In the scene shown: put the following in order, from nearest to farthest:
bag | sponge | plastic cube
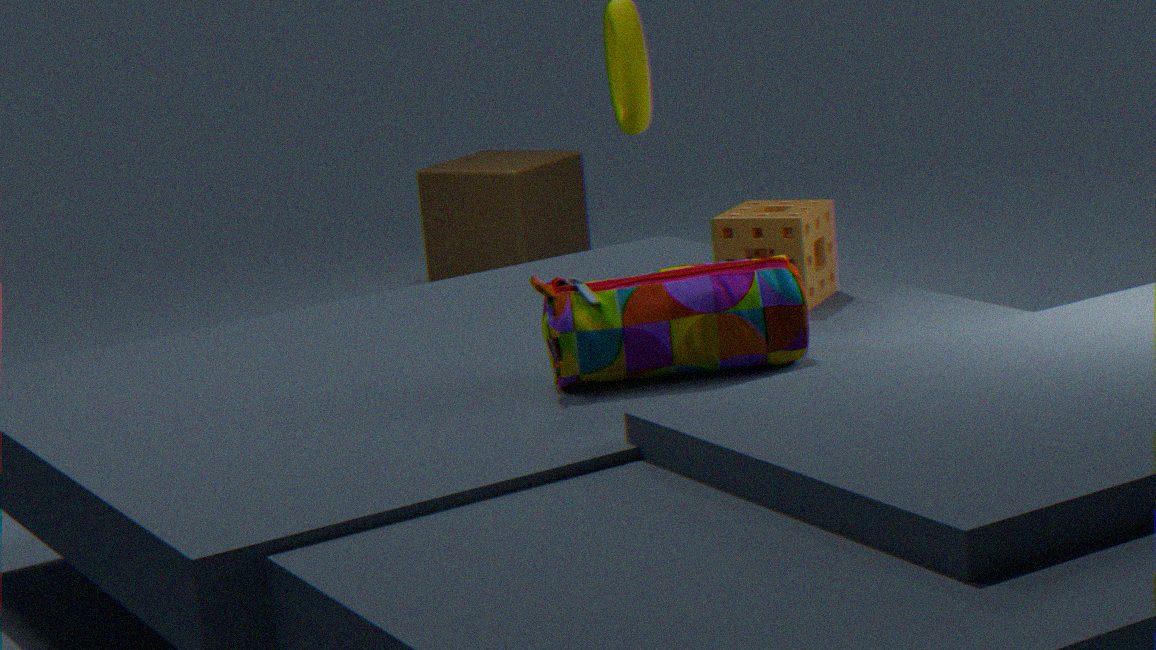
bag < sponge < plastic cube
